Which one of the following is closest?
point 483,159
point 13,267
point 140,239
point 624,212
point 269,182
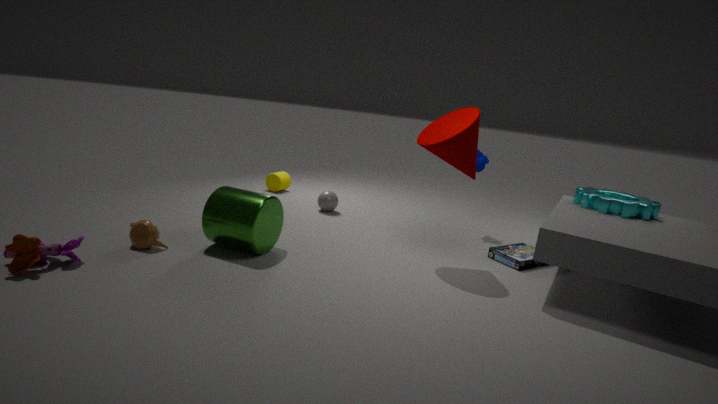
point 13,267
